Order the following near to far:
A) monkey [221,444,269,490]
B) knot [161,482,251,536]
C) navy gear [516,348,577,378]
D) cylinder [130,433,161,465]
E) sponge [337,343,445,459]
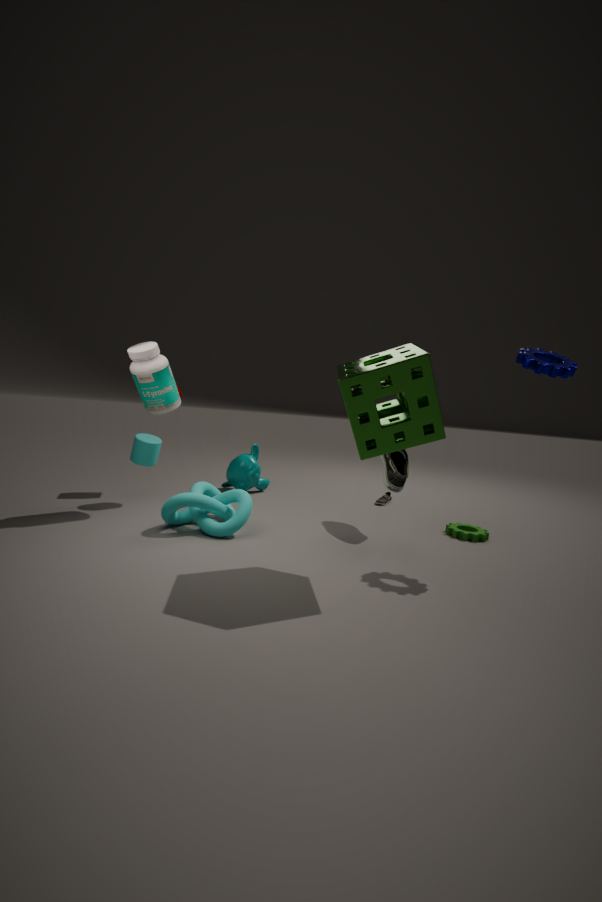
E. sponge [337,343,445,459] → C. navy gear [516,348,577,378] → B. knot [161,482,251,536] → D. cylinder [130,433,161,465] → A. monkey [221,444,269,490]
